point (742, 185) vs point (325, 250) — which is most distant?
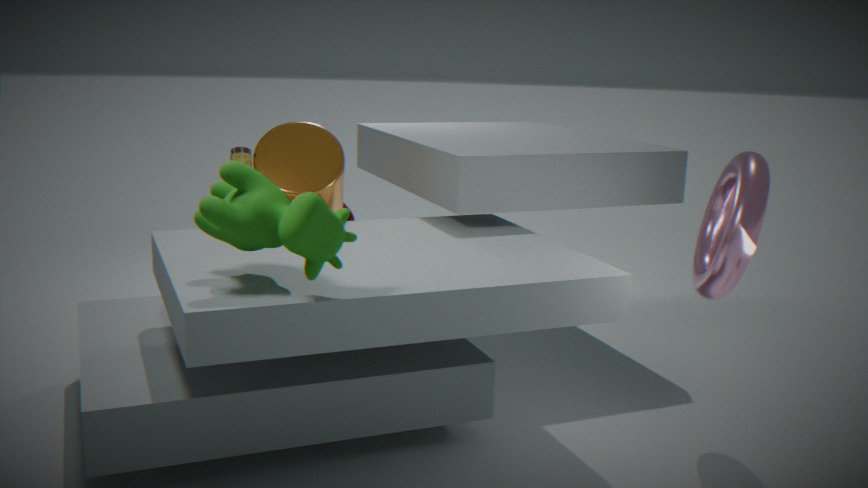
point (742, 185)
